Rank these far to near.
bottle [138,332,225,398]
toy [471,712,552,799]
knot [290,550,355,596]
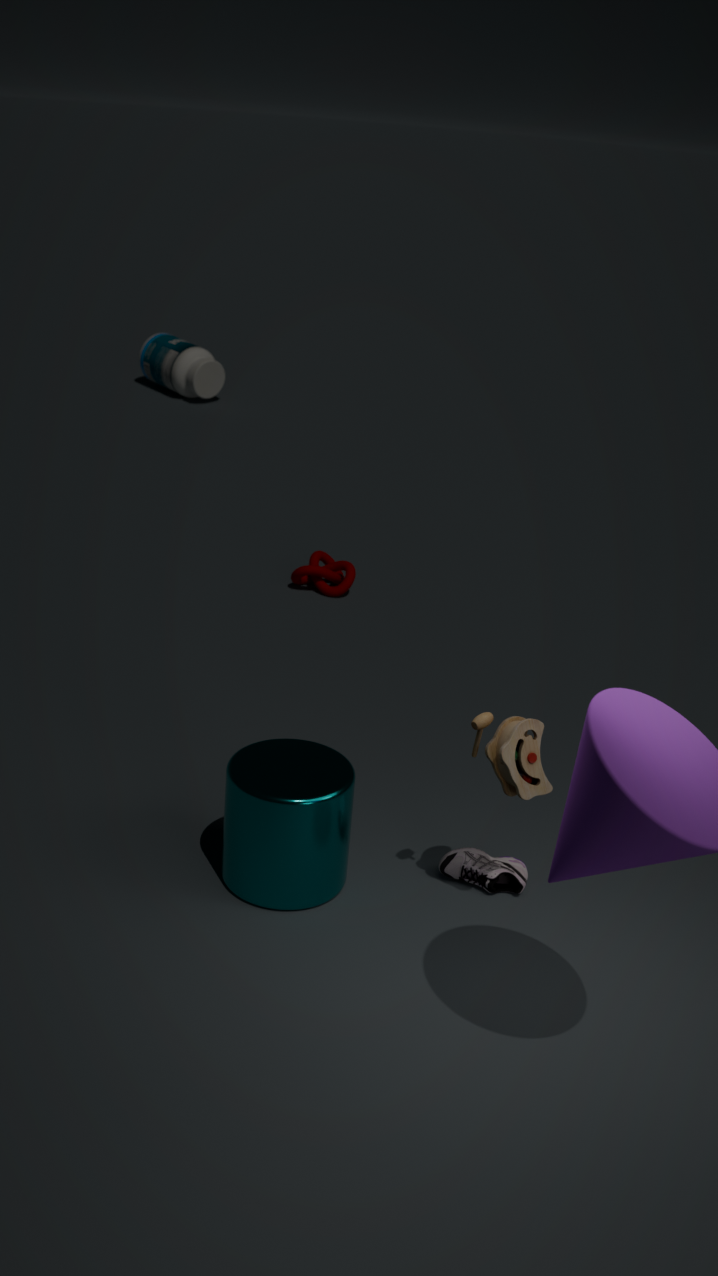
bottle [138,332,225,398]
knot [290,550,355,596]
toy [471,712,552,799]
